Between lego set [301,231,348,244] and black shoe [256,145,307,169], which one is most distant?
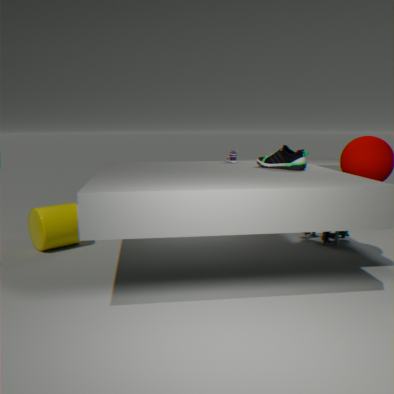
lego set [301,231,348,244]
